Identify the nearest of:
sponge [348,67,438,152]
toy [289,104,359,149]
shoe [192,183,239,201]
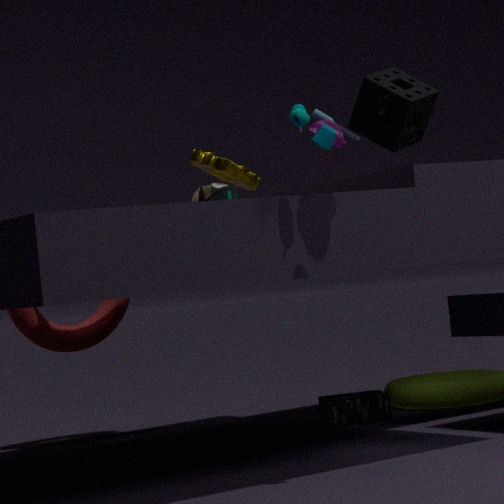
toy [289,104,359,149]
